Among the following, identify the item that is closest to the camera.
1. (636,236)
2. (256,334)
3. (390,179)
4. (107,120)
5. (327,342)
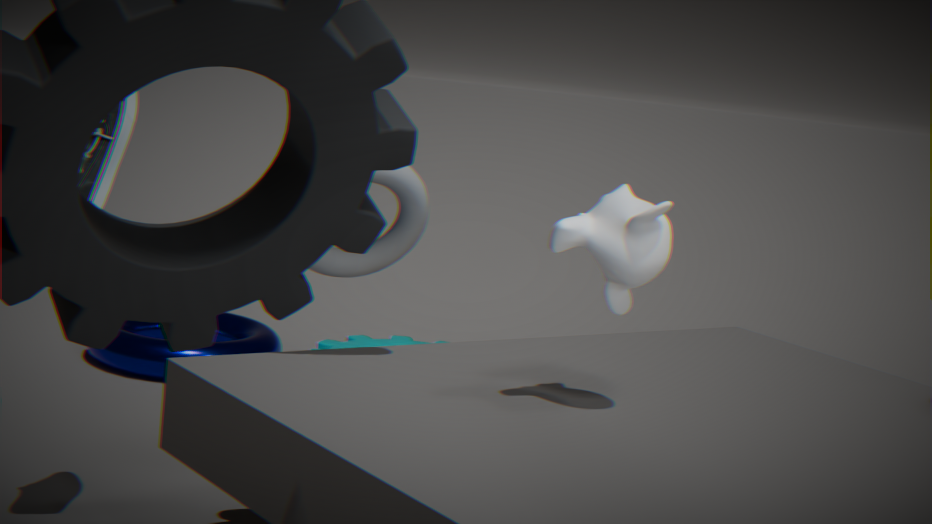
(636,236)
